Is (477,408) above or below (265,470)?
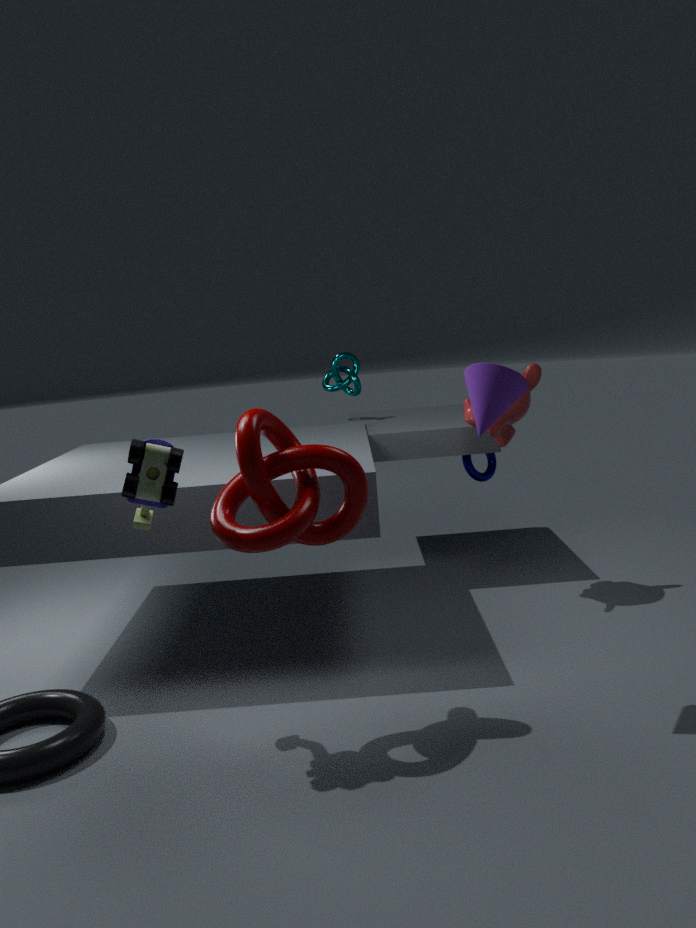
above
